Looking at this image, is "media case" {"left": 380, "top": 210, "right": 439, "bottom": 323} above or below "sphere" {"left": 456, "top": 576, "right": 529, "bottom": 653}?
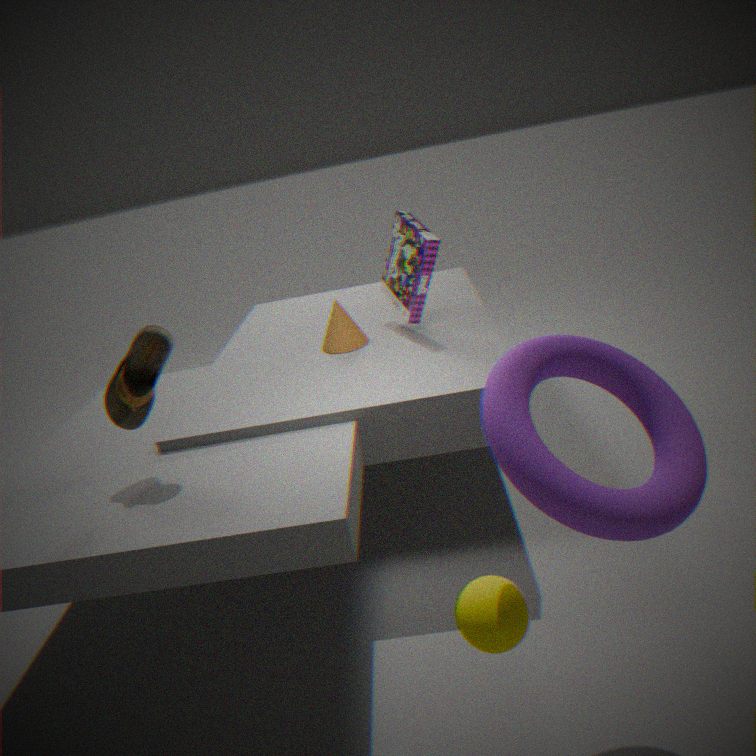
above
